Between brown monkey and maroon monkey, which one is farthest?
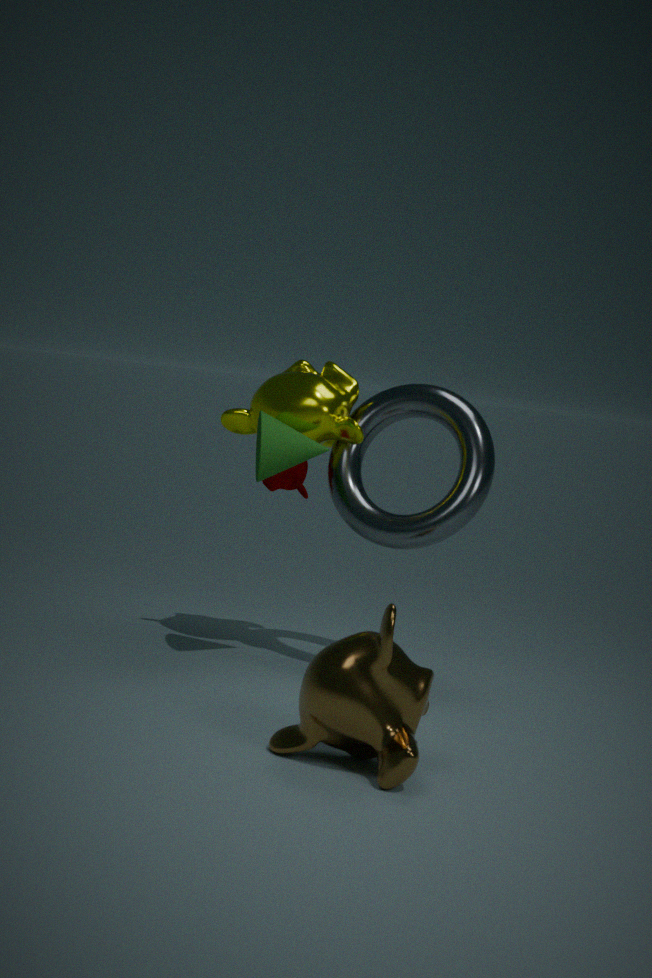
maroon monkey
